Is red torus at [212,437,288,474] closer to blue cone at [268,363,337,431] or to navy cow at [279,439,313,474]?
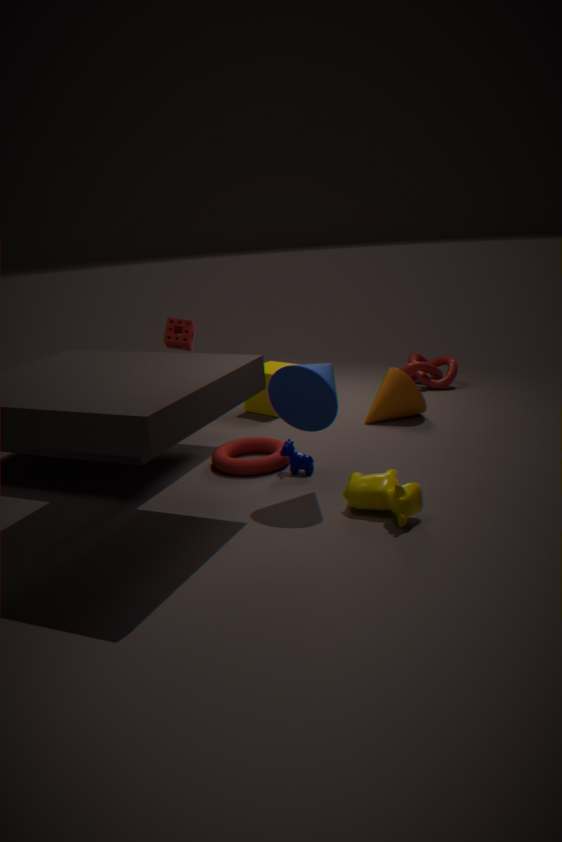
navy cow at [279,439,313,474]
